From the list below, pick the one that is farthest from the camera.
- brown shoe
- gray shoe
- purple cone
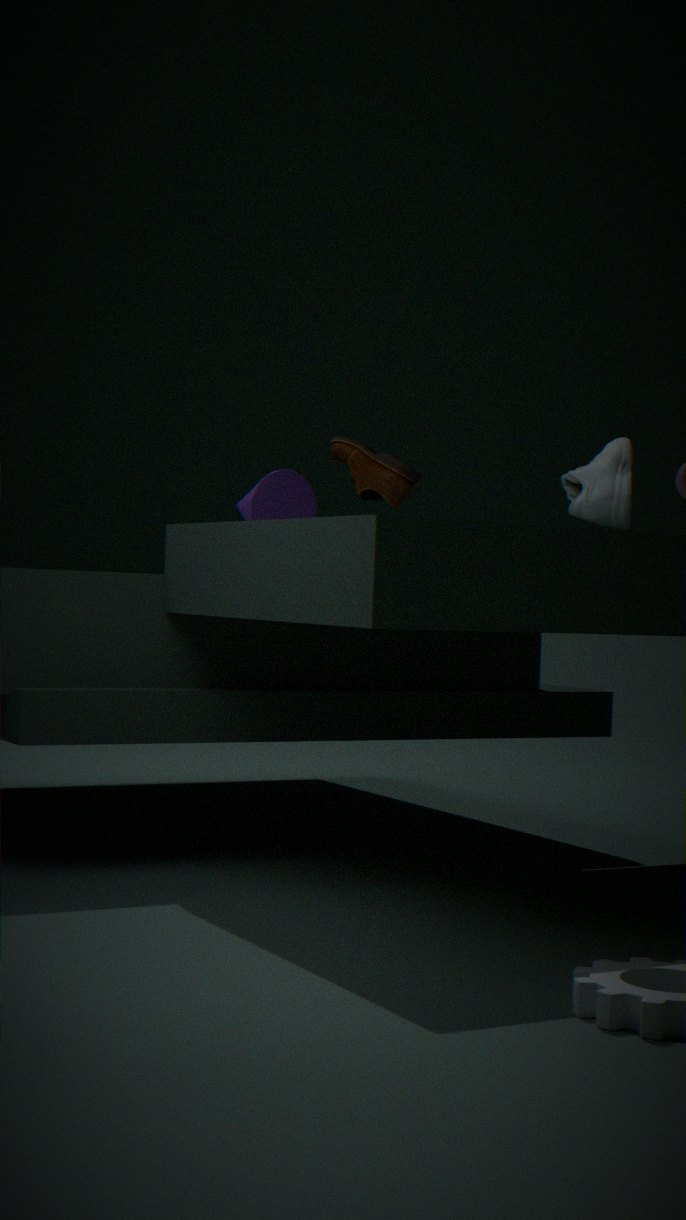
purple cone
